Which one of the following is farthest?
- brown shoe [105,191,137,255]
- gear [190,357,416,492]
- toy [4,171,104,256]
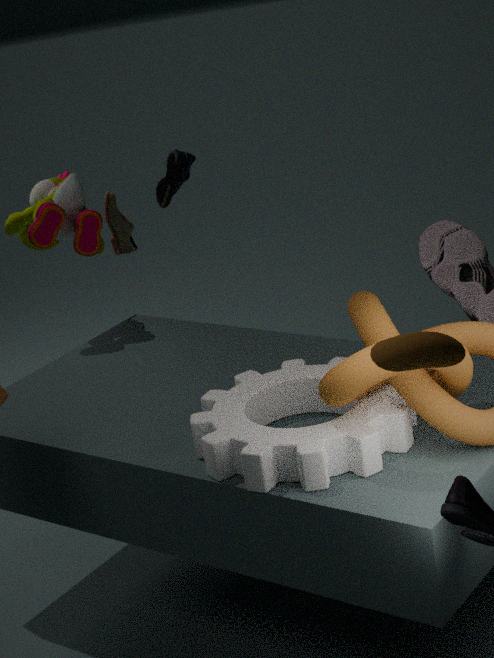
brown shoe [105,191,137,255]
